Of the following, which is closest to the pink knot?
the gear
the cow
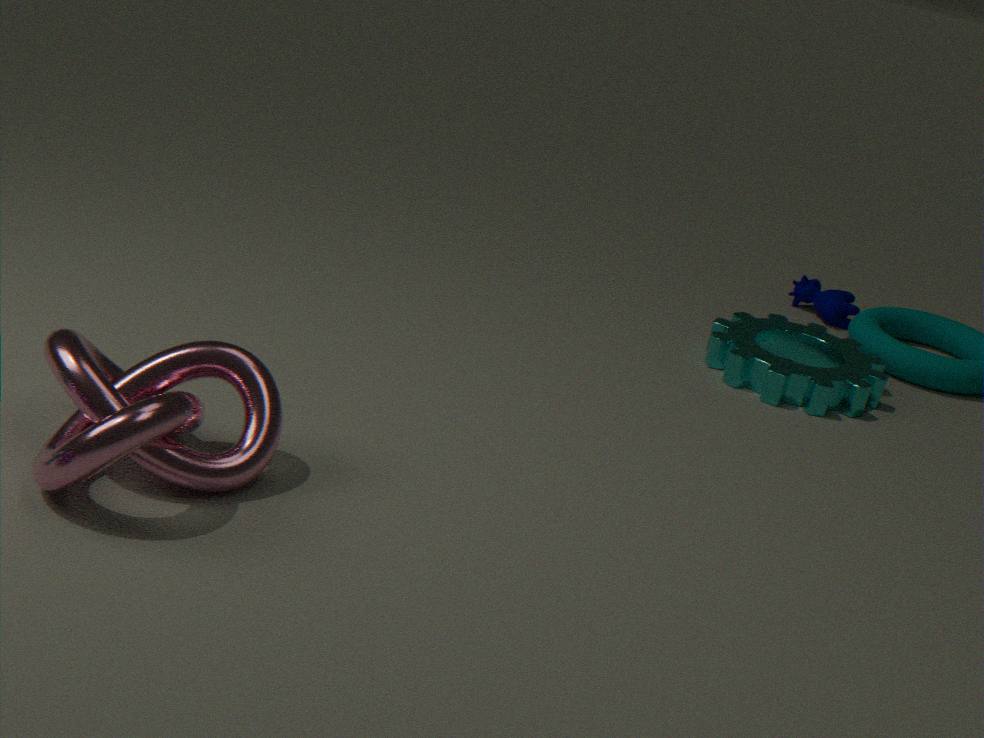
the gear
